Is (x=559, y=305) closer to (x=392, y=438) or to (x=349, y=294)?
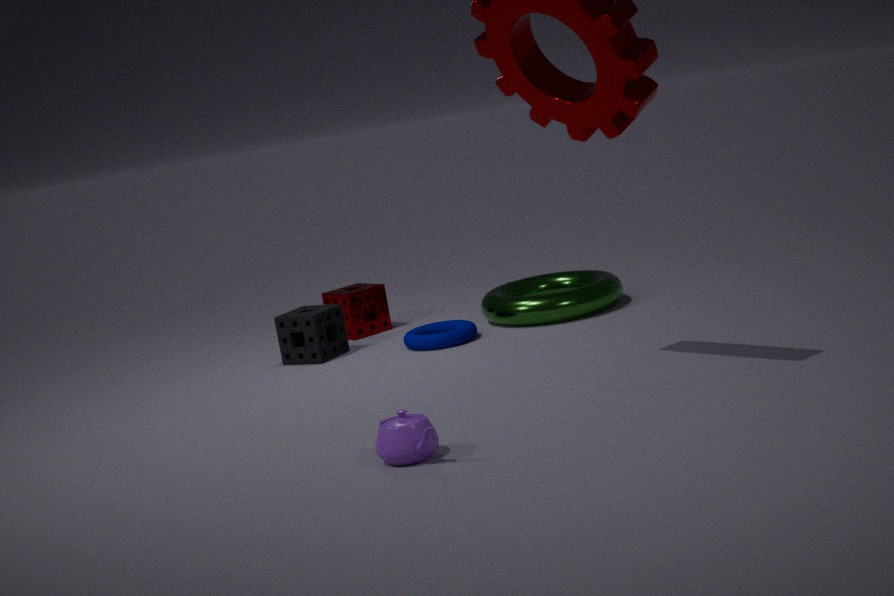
(x=349, y=294)
